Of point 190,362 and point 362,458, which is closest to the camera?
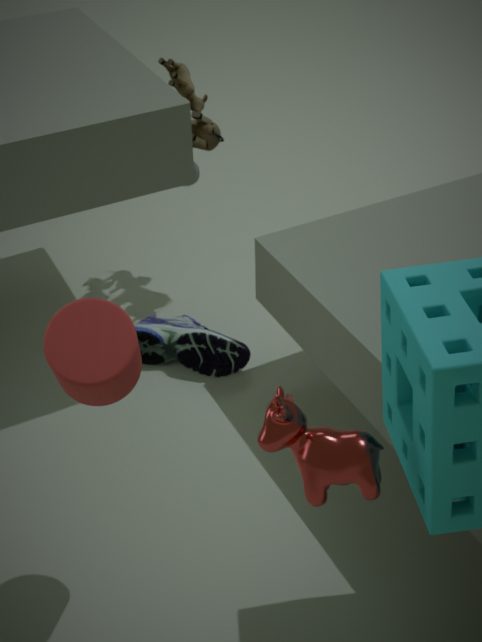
point 362,458
